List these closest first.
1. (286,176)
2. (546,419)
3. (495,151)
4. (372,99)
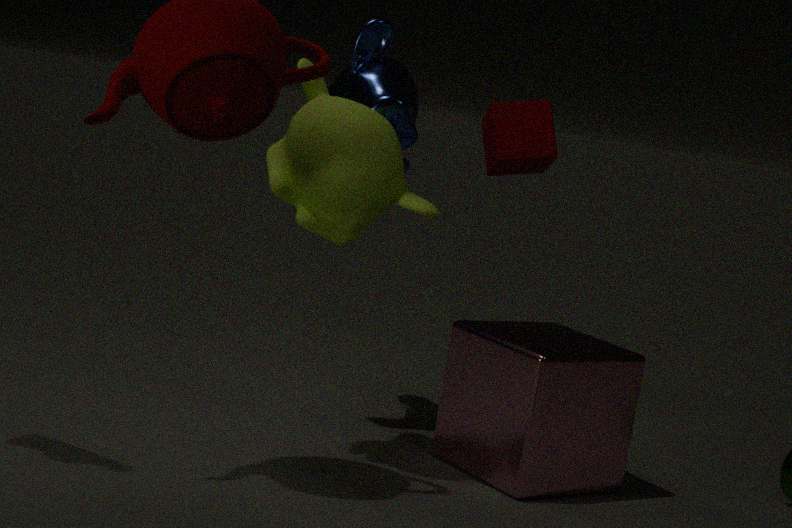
1. (546,419)
2. (286,176)
3. (372,99)
4. (495,151)
